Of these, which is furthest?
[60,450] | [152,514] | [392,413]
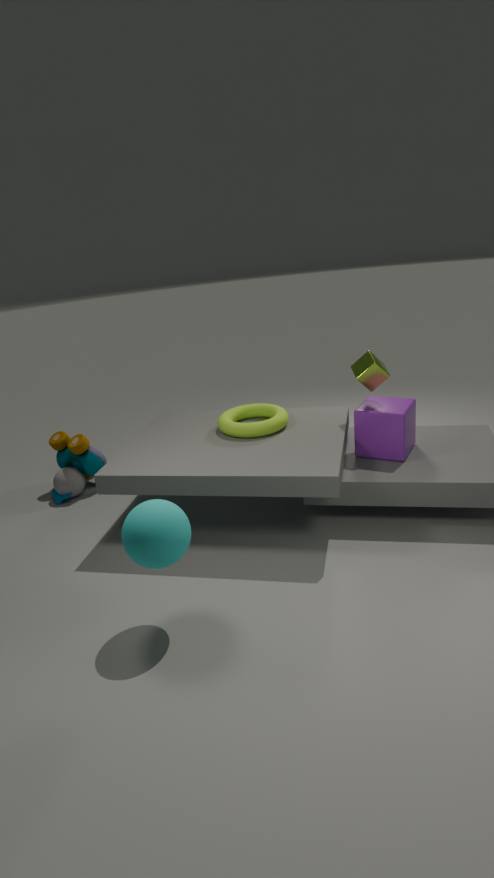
[60,450]
